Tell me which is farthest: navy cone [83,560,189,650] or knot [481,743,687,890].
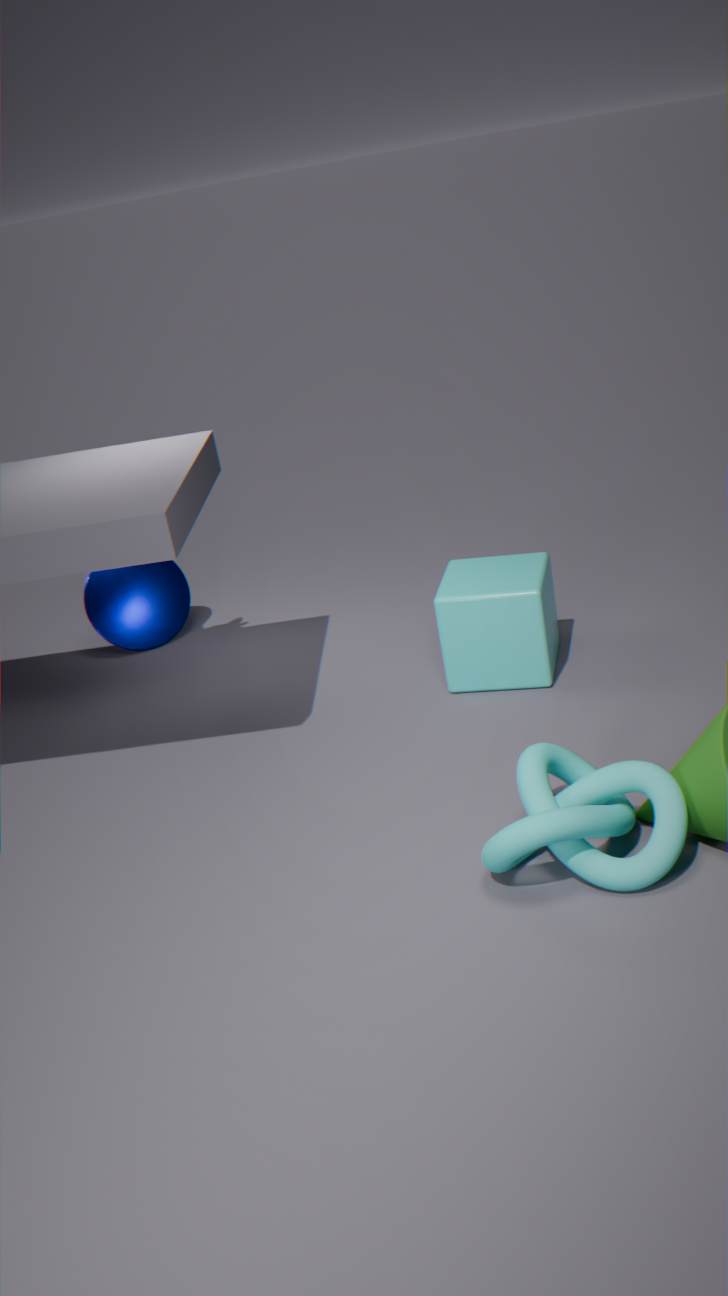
navy cone [83,560,189,650]
